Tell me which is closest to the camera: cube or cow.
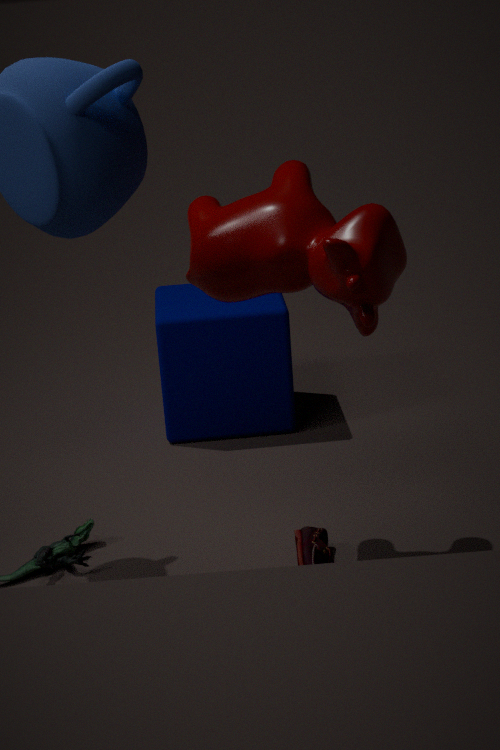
cow
